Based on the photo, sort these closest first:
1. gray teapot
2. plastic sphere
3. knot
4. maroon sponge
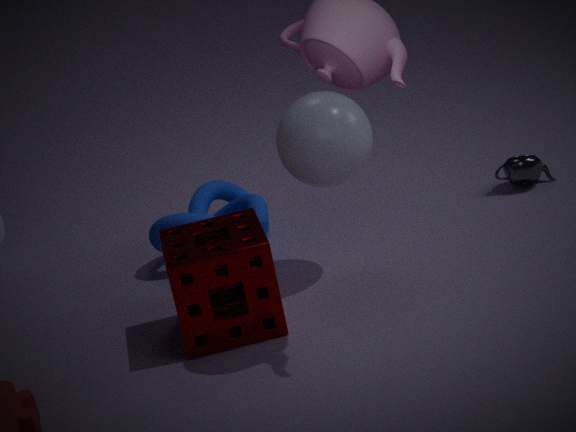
maroon sponge
plastic sphere
knot
gray teapot
